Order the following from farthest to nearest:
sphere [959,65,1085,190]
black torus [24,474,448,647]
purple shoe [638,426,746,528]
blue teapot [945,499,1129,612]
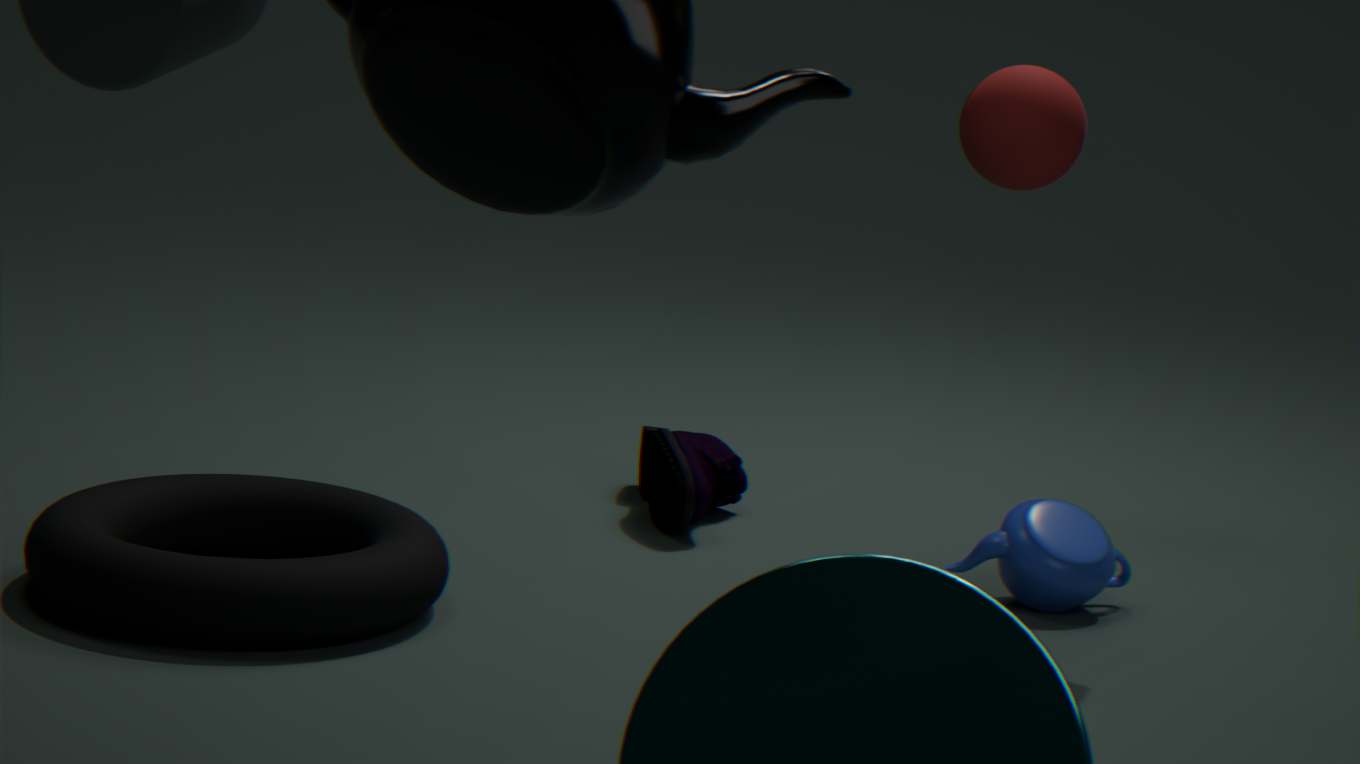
1. purple shoe [638,426,746,528]
2. sphere [959,65,1085,190]
3. blue teapot [945,499,1129,612]
4. black torus [24,474,448,647]
